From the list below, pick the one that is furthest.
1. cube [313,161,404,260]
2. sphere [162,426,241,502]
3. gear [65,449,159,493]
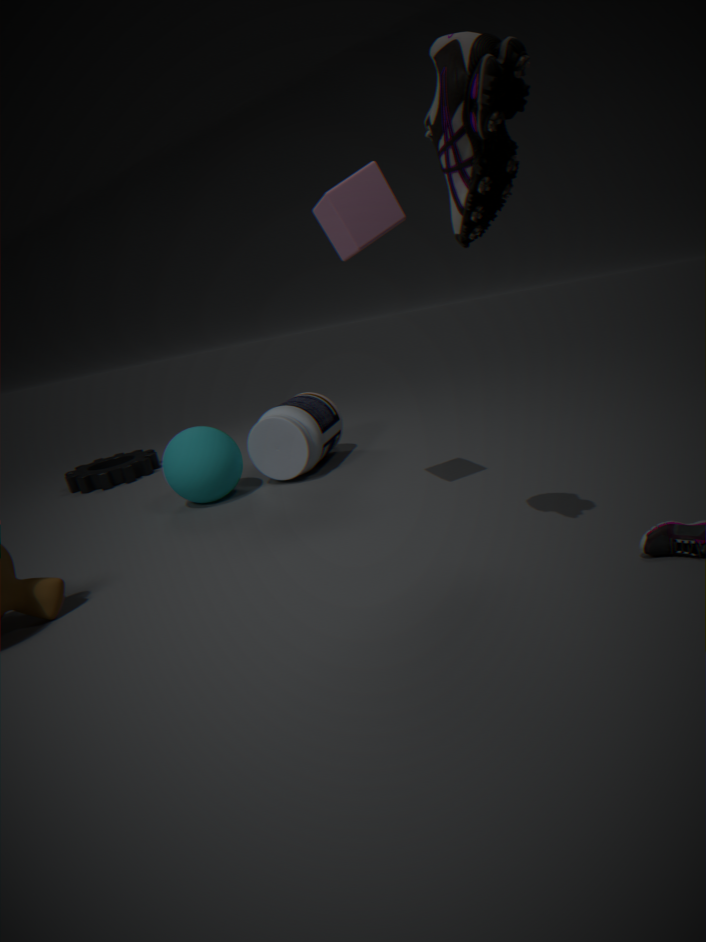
gear [65,449,159,493]
